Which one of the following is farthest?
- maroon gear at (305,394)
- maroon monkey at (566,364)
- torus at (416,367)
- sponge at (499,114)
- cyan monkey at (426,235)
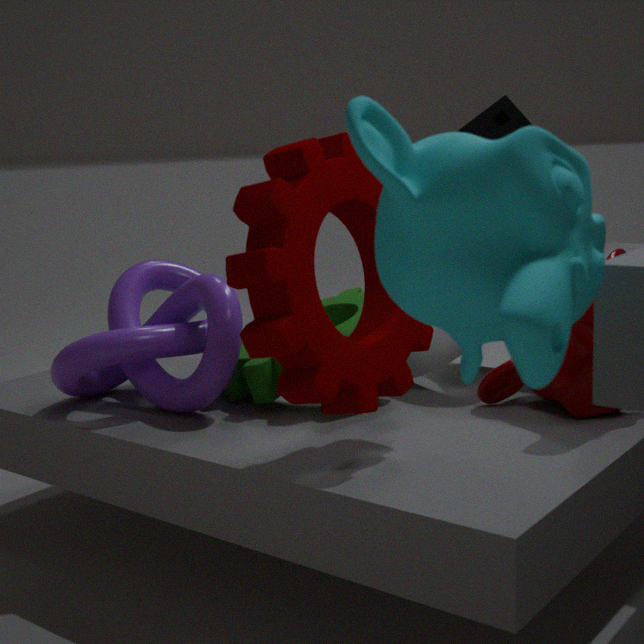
sponge at (499,114)
